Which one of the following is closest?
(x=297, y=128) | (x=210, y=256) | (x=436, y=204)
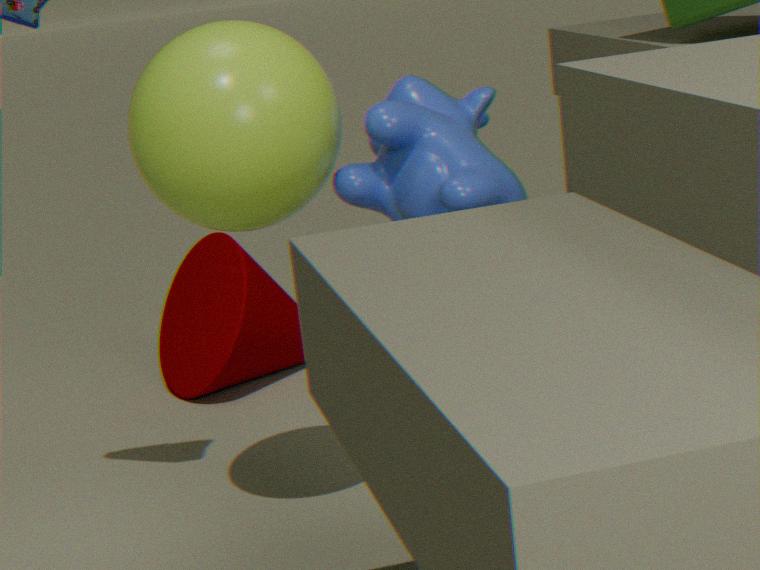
(x=297, y=128)
